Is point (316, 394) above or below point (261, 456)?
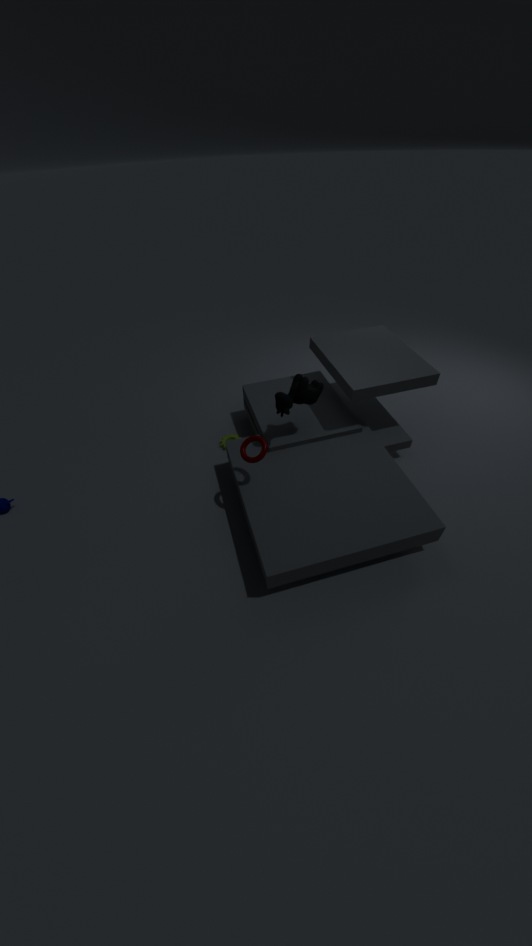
above
